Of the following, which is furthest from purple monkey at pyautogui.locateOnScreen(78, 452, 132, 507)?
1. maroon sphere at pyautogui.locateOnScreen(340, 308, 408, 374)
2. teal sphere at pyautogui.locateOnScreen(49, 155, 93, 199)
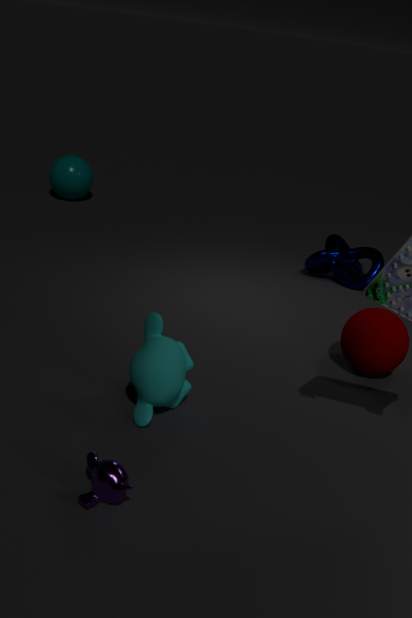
teal sphere at pyautogui.locateOnScreen(49, 155, 93, 199)
